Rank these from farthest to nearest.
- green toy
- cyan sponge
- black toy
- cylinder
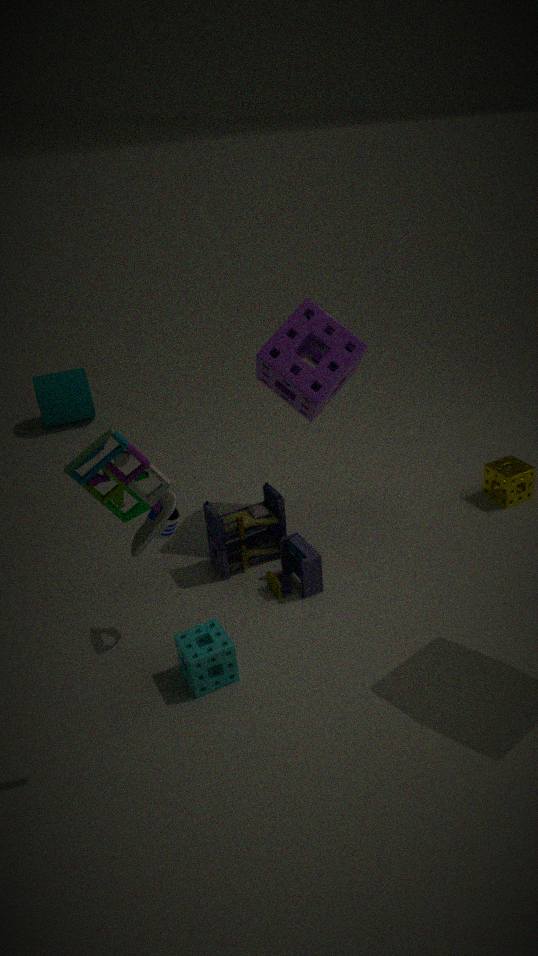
1. cylinder
2. black toy
3. cyan sponge
4. green toy
